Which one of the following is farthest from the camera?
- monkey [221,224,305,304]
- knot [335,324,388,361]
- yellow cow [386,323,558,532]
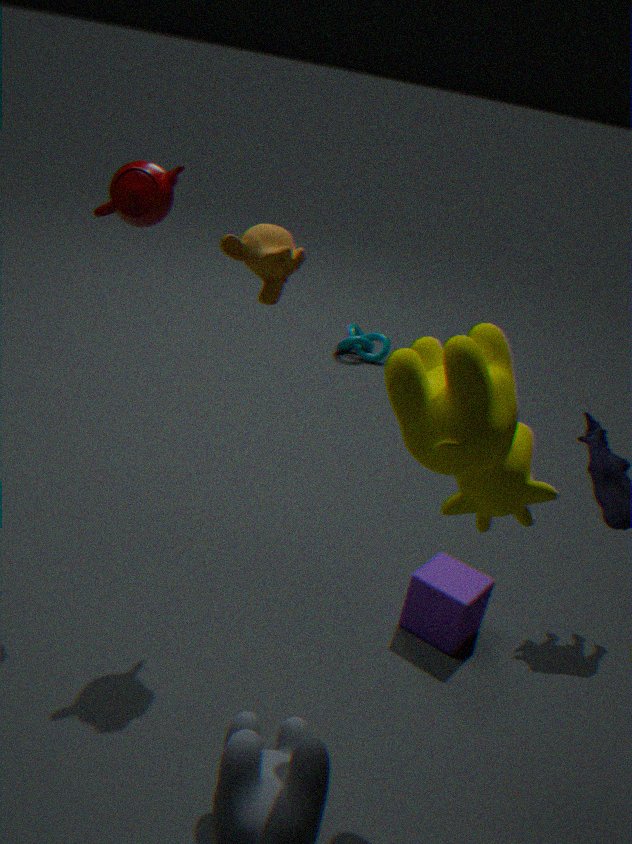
knot [335,324,388,361]
